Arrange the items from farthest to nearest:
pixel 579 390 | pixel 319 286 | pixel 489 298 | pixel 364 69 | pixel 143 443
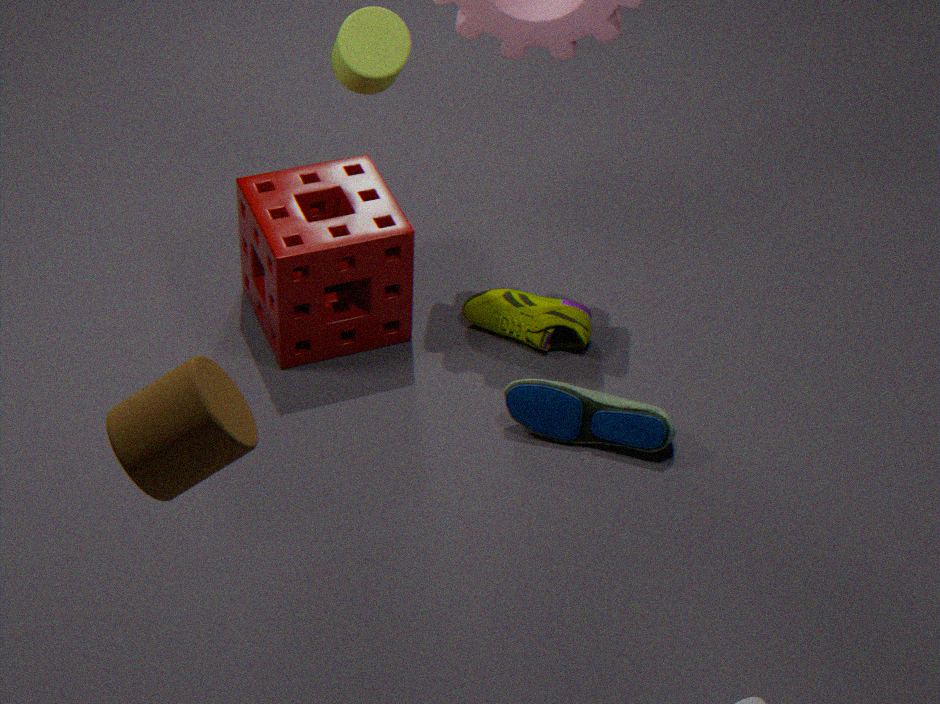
pixel 489 298
pixel 319 286
pixel 579 390
pixel 364 69
pixel 143 443
